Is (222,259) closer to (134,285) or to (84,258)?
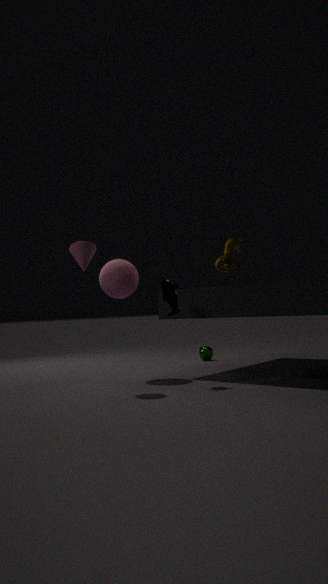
(134,285)
